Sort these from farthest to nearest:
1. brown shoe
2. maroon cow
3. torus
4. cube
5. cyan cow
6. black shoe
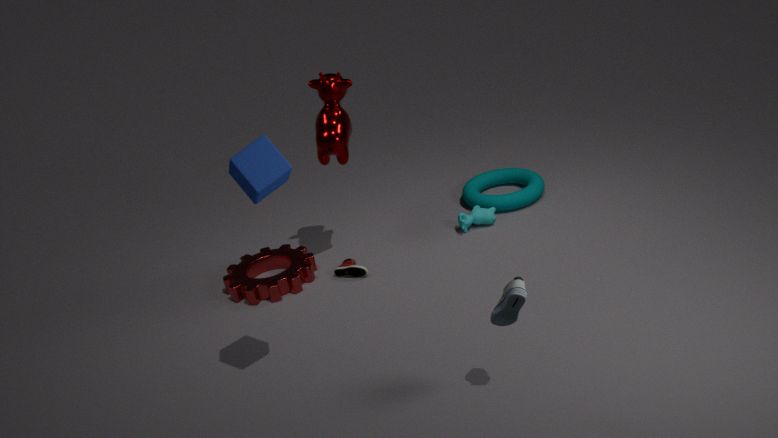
torus → cyan cow → brown shoe → maroon cow → cube → black shoe
